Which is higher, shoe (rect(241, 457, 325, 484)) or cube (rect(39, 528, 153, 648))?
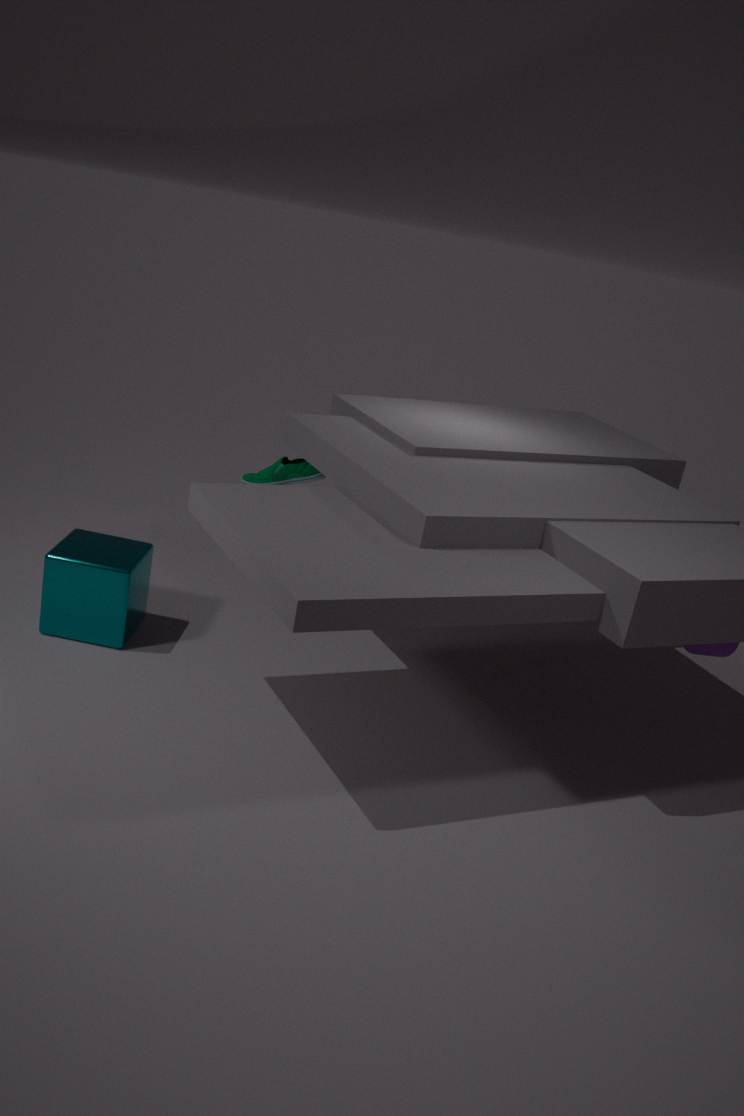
shoe (rect(241, 457, 325, 484))
